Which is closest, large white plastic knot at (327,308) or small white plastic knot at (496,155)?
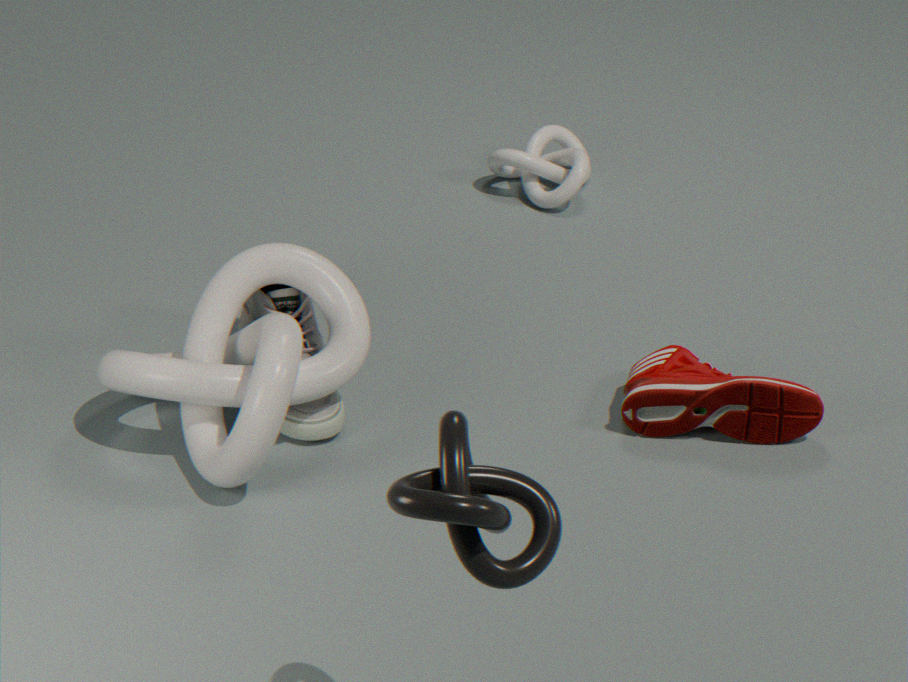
large white plastic knot at (327,308)
